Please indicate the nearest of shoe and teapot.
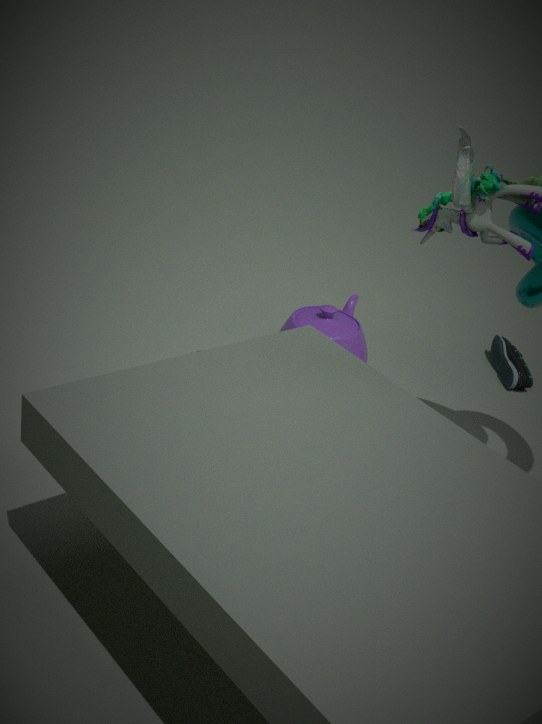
teapot
